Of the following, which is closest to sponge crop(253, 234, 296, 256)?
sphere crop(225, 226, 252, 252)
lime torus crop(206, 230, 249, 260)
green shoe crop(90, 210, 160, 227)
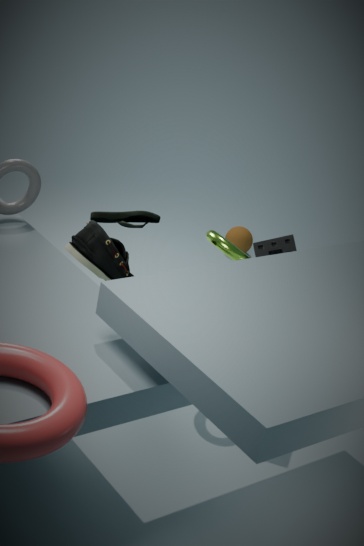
lime torus crop(206, 230, 249, 260)
